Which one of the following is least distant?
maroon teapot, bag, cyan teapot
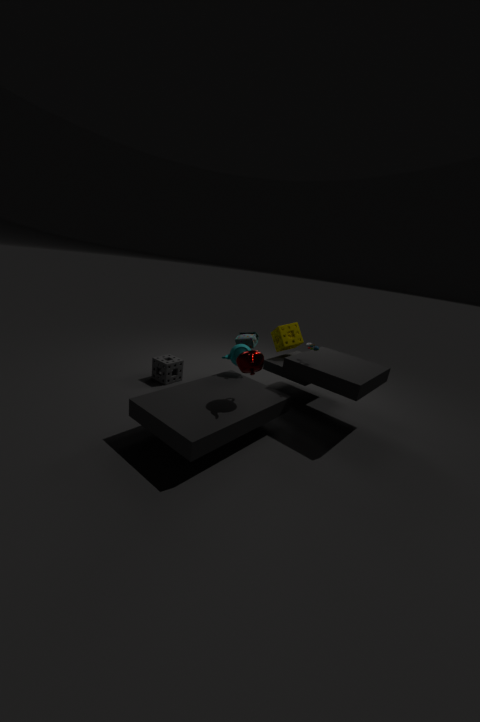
maroon teapot
